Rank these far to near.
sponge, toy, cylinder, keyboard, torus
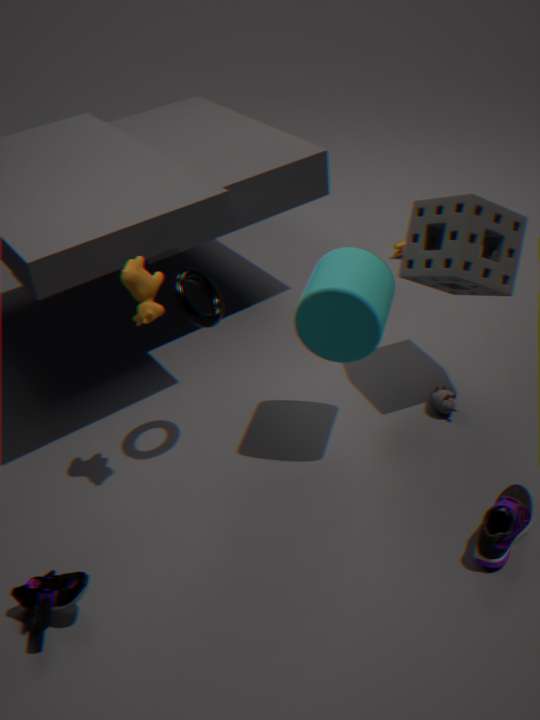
toy, sponge, torus, cylinder, keyboard
